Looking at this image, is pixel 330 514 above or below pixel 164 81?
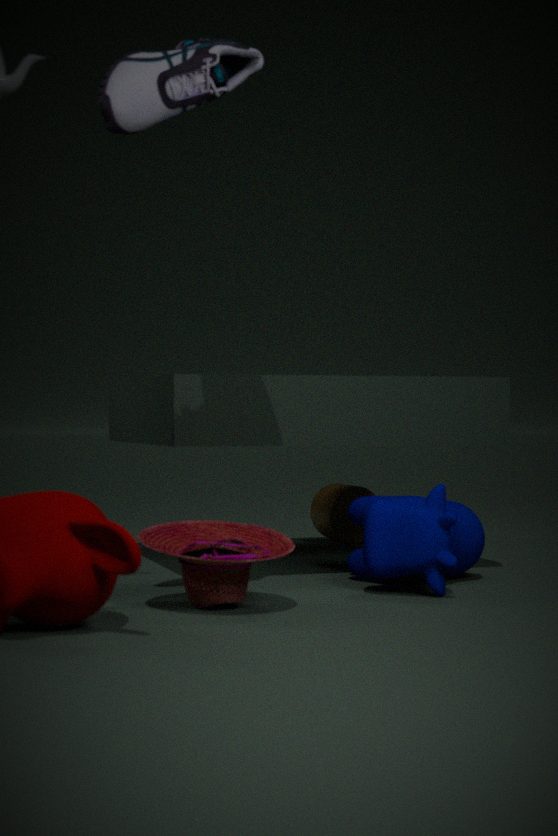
below
